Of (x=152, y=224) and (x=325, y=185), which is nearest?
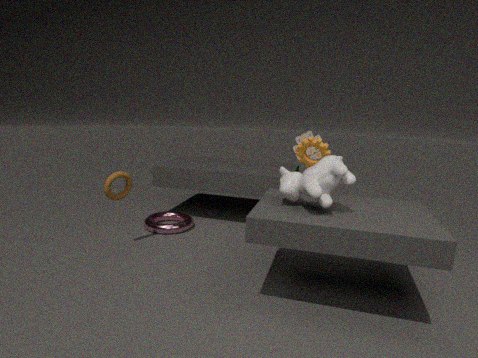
(x=325, y=185)
